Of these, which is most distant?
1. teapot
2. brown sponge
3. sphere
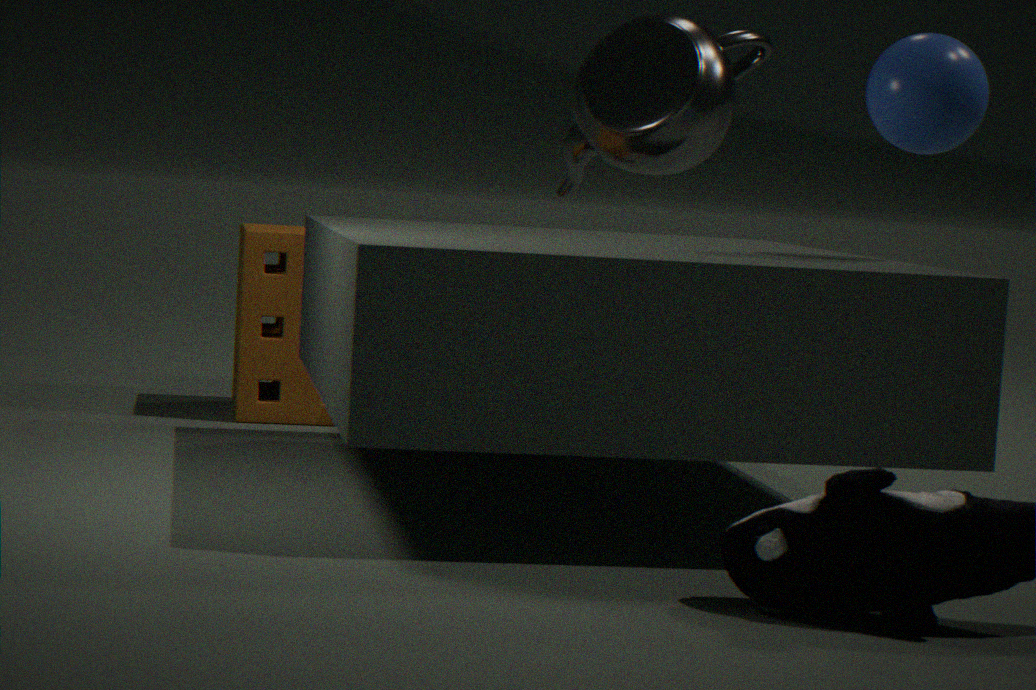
teapot
